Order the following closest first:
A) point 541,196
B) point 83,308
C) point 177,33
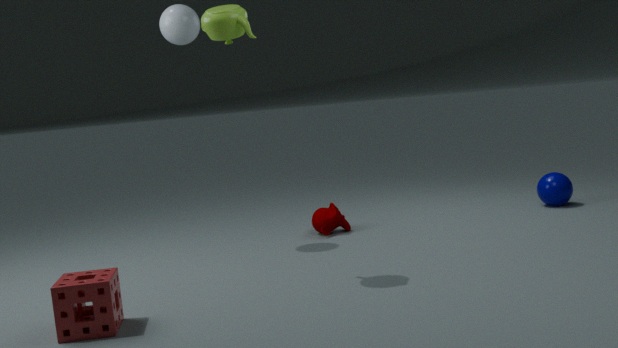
point 83,308 < point 177,33 < point 541,196
